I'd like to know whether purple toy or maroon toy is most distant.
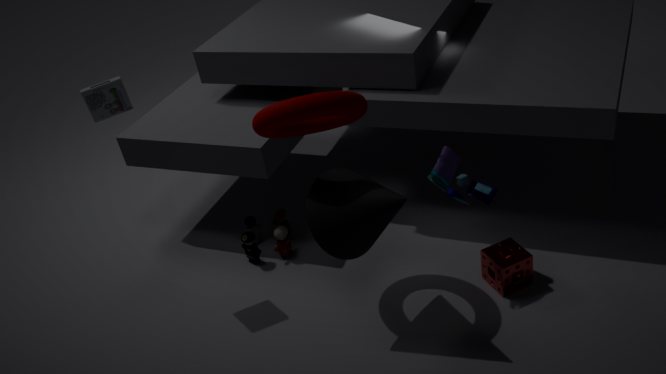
maroon toy
